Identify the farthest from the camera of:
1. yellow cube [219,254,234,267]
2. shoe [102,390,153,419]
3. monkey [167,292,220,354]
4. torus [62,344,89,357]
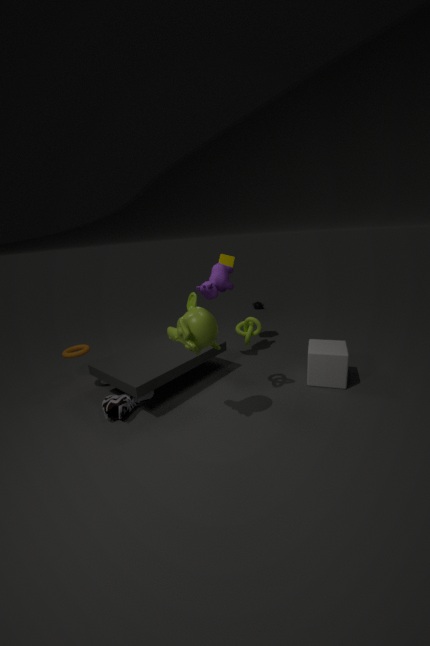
yellow cube [219,254,234,267]
